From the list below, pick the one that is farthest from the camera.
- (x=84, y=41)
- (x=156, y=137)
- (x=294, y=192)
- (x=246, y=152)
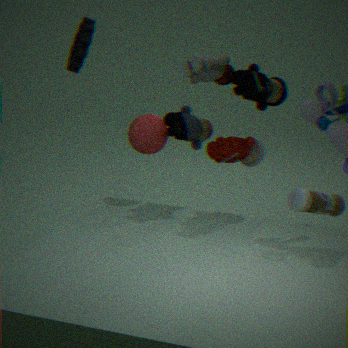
(x=84, y=41)
